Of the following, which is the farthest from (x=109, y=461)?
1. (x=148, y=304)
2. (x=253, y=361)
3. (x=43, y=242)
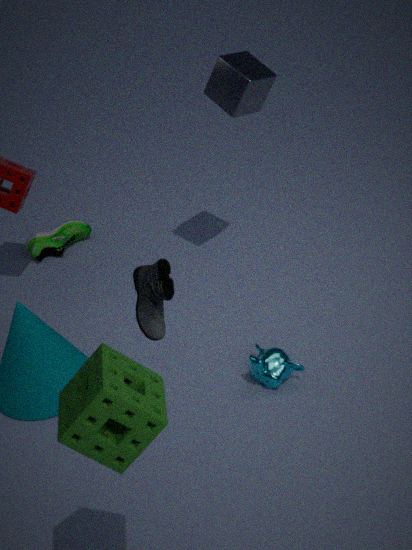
(x=43, y=242)
